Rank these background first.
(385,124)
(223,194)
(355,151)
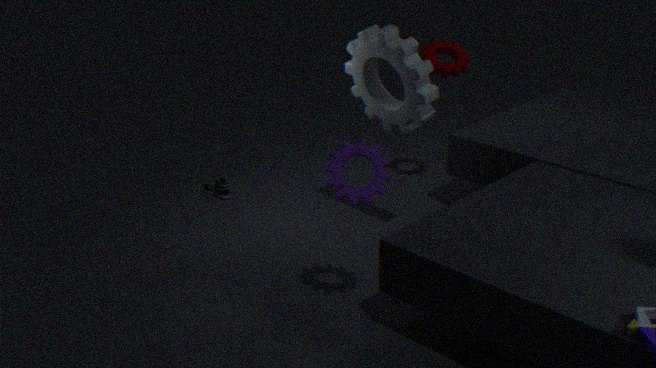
(223,194), (385,124), (355,151)
